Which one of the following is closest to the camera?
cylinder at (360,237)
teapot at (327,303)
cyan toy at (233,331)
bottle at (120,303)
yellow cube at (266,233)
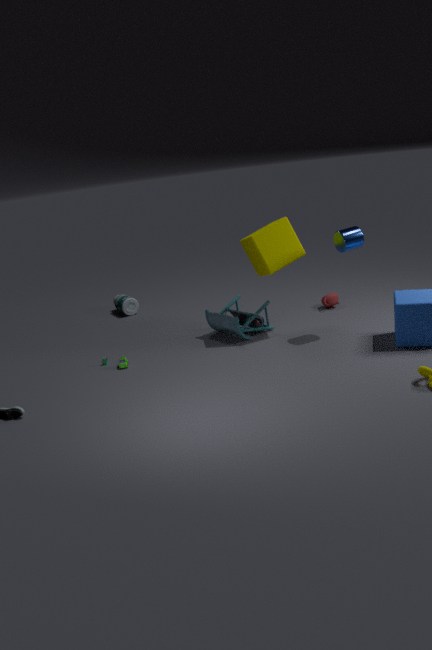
cylinder at (360,237)
